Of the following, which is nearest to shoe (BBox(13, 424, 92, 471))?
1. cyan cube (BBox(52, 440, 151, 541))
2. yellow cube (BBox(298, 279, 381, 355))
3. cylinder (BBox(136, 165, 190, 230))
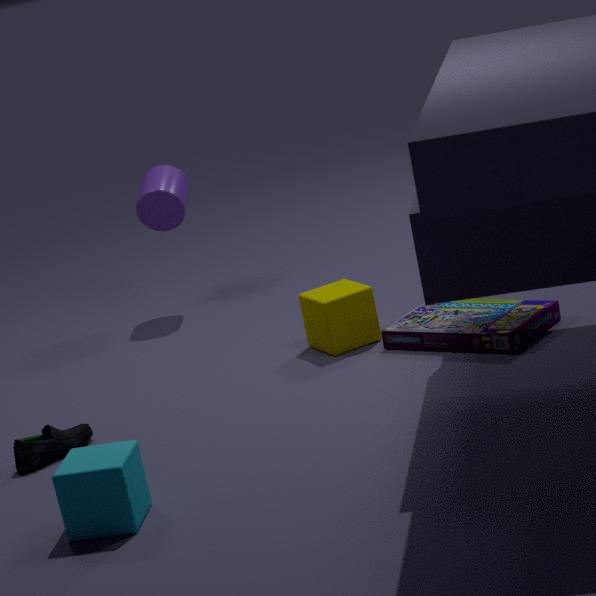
cyan cube (BBox(52, 440, 151, 541))
